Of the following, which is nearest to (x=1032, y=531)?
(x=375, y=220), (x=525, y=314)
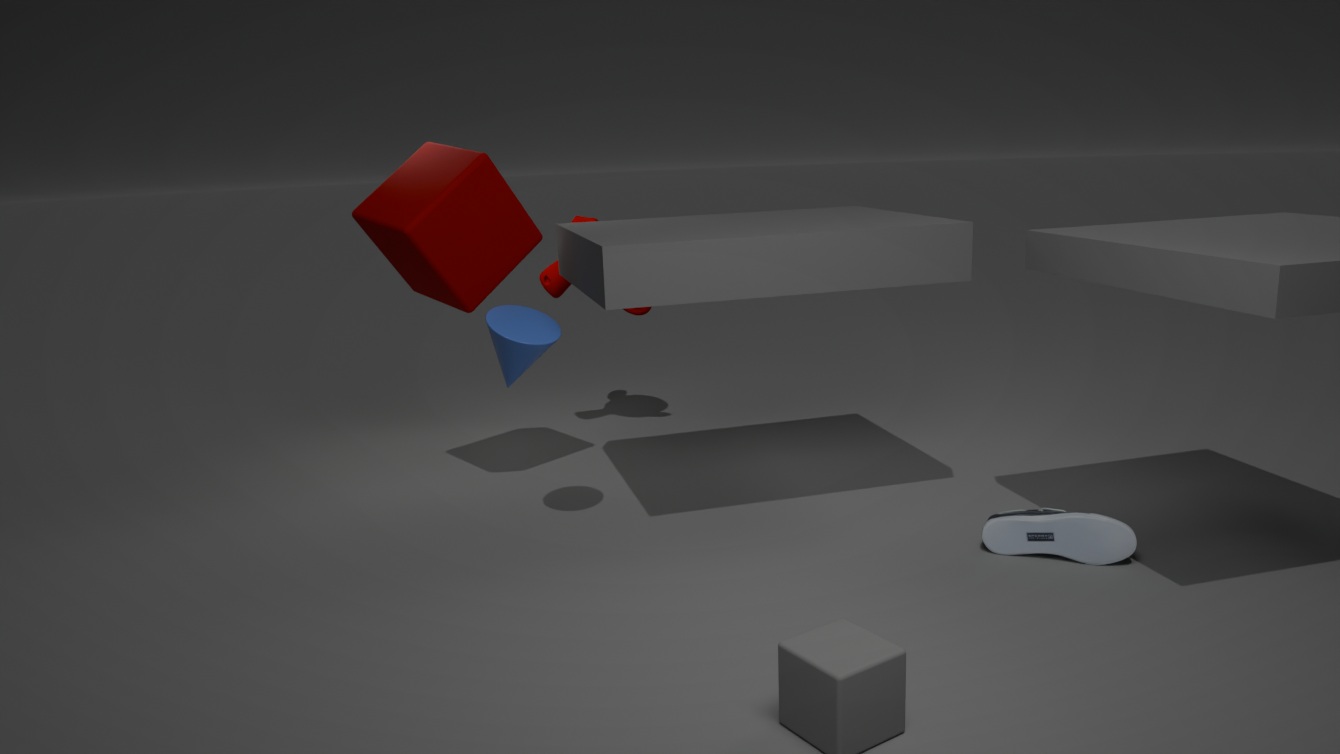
(x=525, y=314)
